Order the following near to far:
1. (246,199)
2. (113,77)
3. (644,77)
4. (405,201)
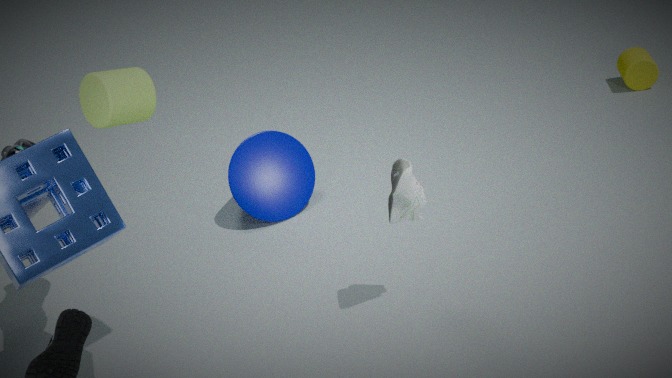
(113,77) < (405,201) < (246,199) < (644,77)
